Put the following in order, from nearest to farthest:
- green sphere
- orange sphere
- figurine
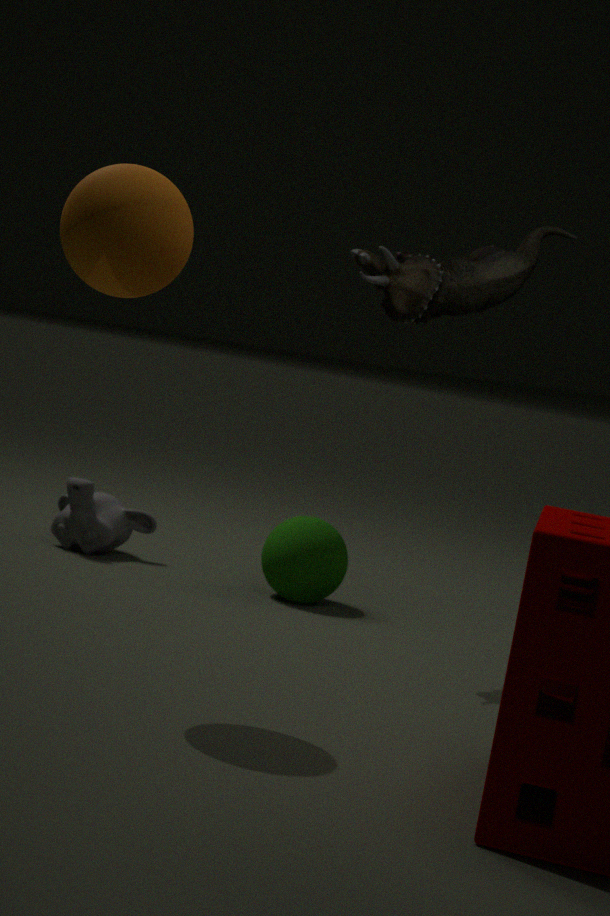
orange sphere, figurine, green sphere
